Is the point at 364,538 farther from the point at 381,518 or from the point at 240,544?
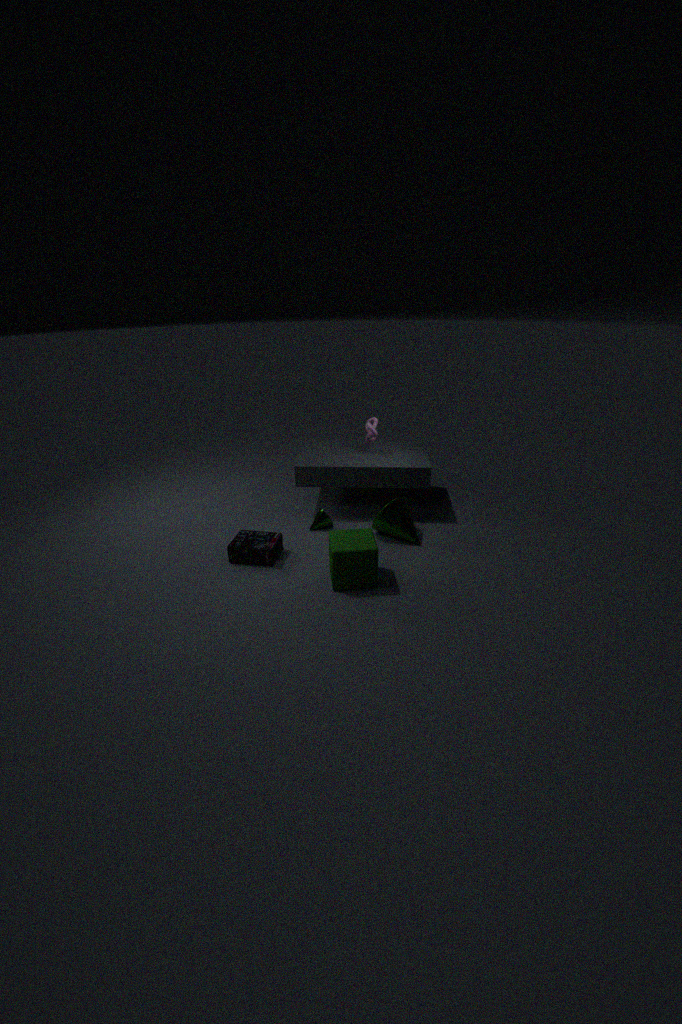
the point at 240,544
